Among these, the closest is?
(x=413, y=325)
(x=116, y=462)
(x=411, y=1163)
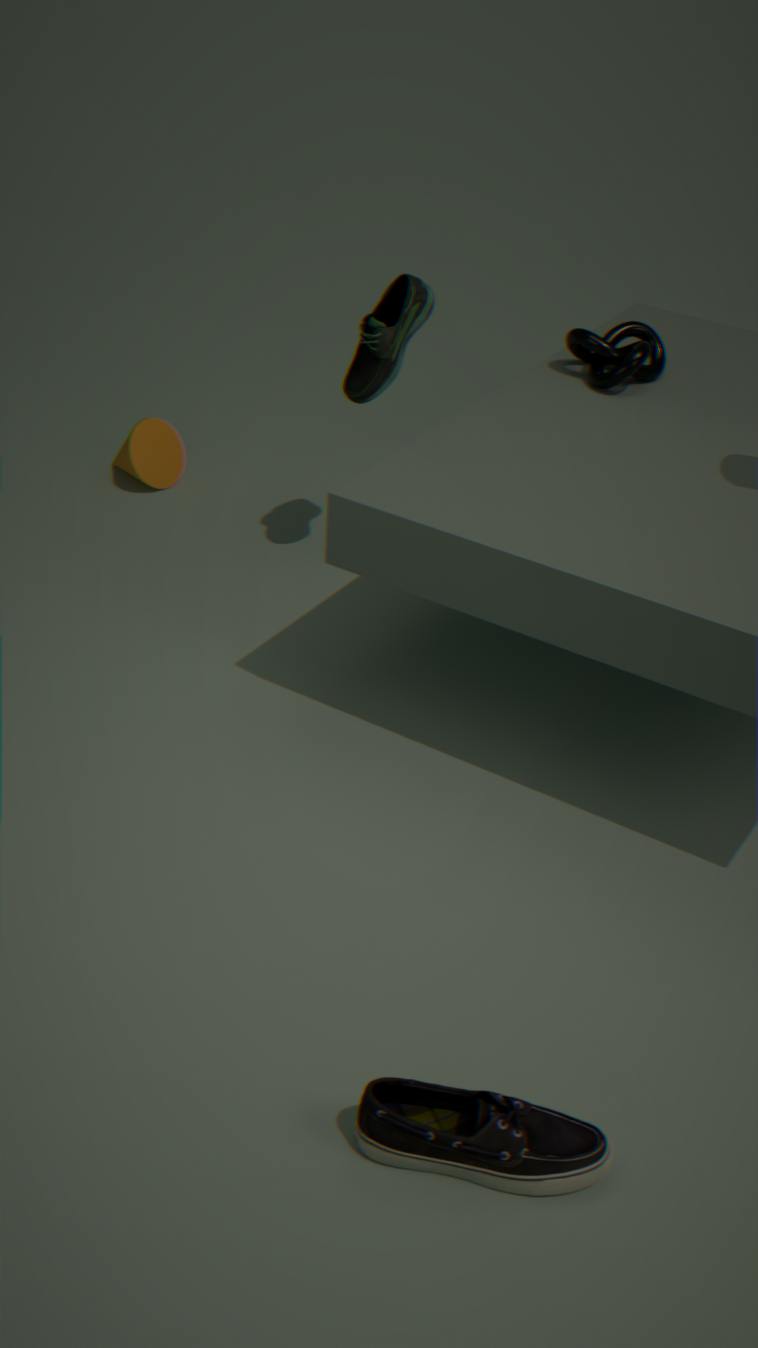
(x=411, y=1163)
